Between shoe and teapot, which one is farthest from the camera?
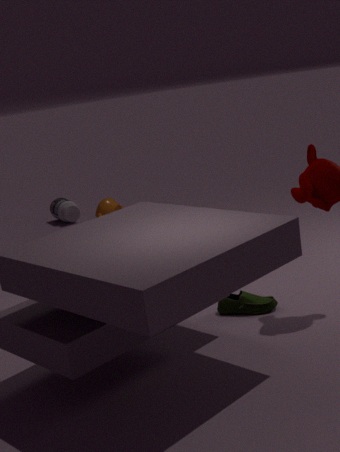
teapot
